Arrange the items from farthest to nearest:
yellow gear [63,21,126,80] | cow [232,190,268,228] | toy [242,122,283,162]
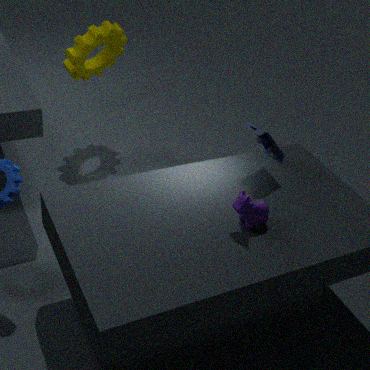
yellow gear [63,21,126,80]
toy [242,122,283,162]
cow [232,190,268,228]
